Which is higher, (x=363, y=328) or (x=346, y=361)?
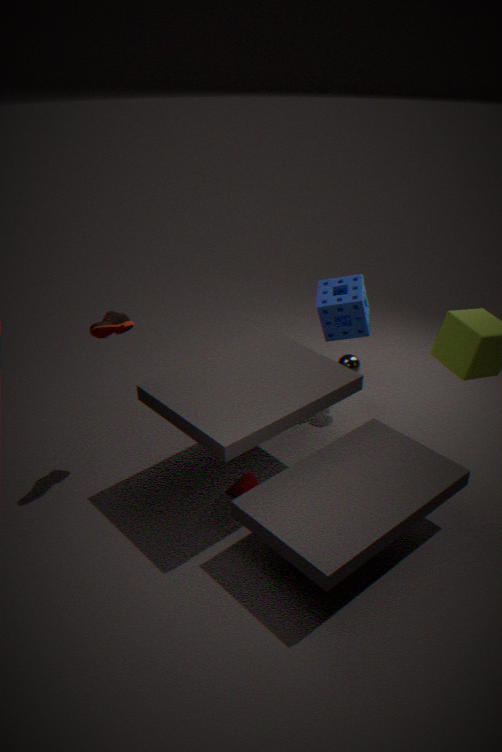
(x=363, y=328)
